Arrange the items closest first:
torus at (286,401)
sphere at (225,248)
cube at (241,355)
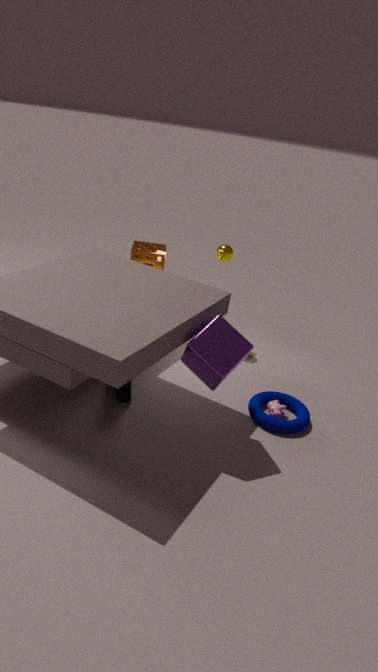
cube at (241,355) < torus at (286,401) < sphere at (225,248)
